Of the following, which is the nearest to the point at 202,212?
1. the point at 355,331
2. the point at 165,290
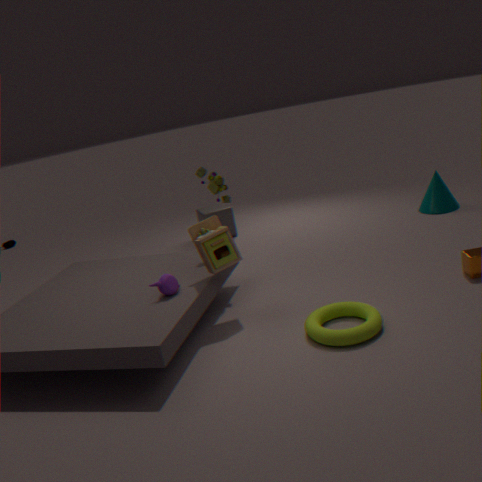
the point at 165,290
